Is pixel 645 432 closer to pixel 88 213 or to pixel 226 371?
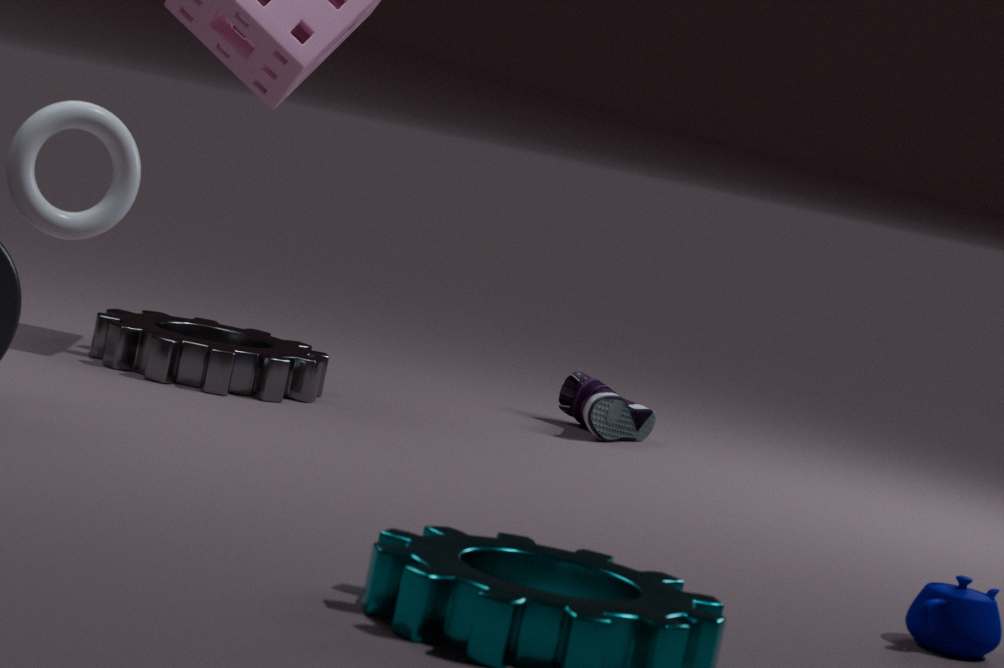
pixel 226 371
